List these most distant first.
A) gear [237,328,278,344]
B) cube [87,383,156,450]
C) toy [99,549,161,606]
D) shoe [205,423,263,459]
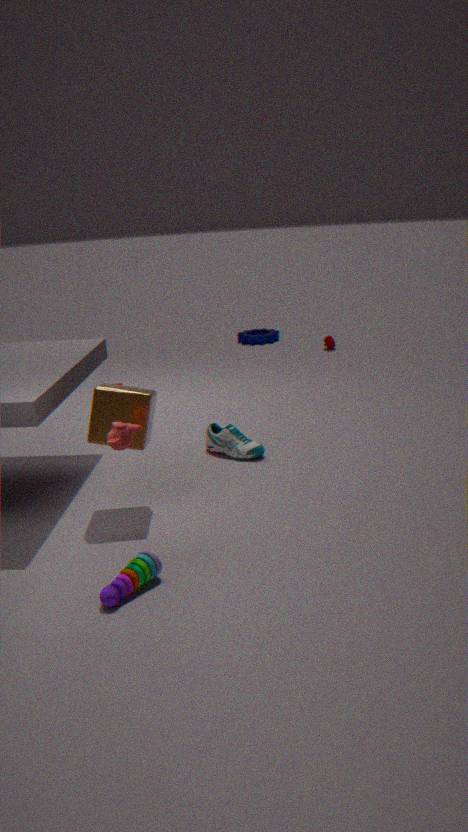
gear [237,328,278,344], shoe [205,423,263,459], cube [87,383,156,450], toy [99,549,161,606]
